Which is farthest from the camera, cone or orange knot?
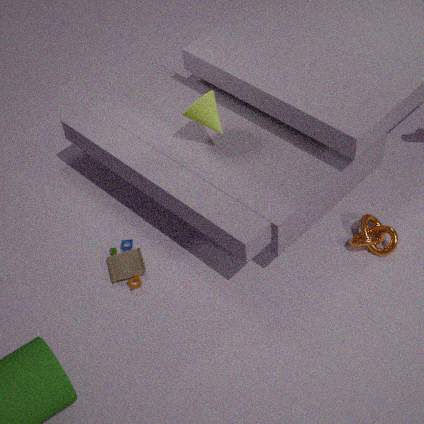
orange knot
